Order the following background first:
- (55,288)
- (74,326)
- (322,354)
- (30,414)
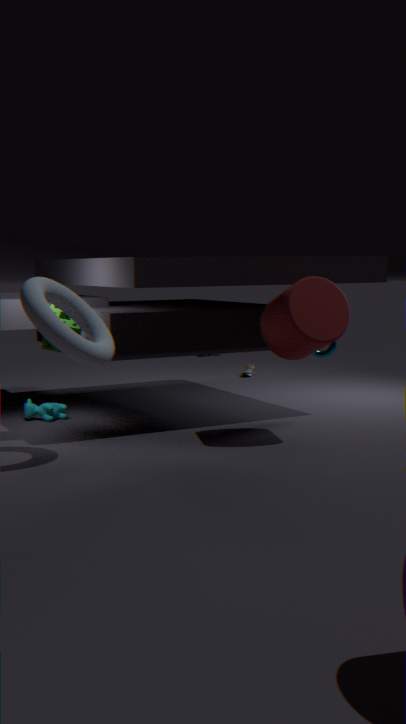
(322,354) → (30,414) → (74,326) → (55,288)
